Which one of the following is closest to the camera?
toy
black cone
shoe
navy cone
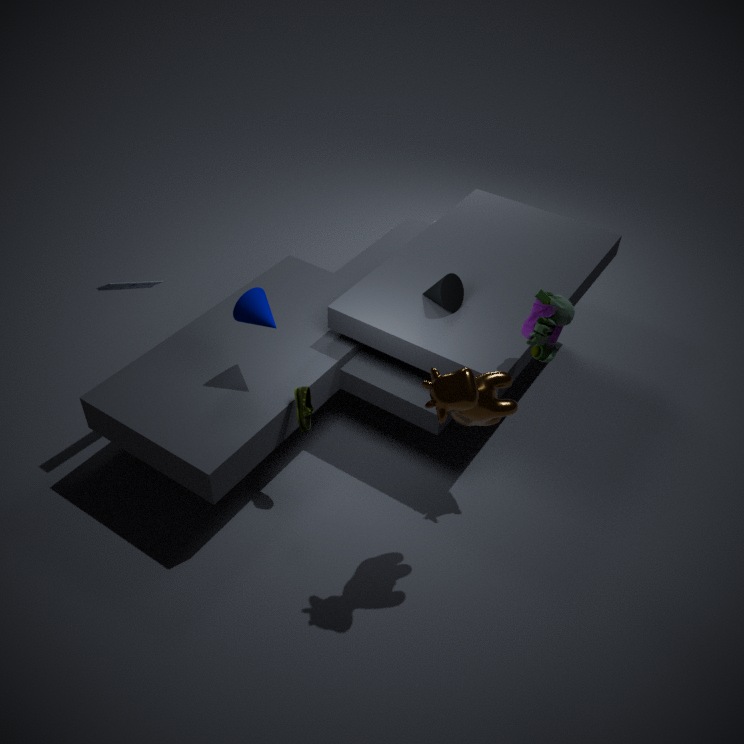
toy
